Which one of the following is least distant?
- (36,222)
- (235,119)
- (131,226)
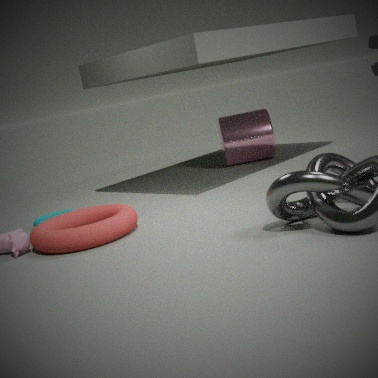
(131,226)
